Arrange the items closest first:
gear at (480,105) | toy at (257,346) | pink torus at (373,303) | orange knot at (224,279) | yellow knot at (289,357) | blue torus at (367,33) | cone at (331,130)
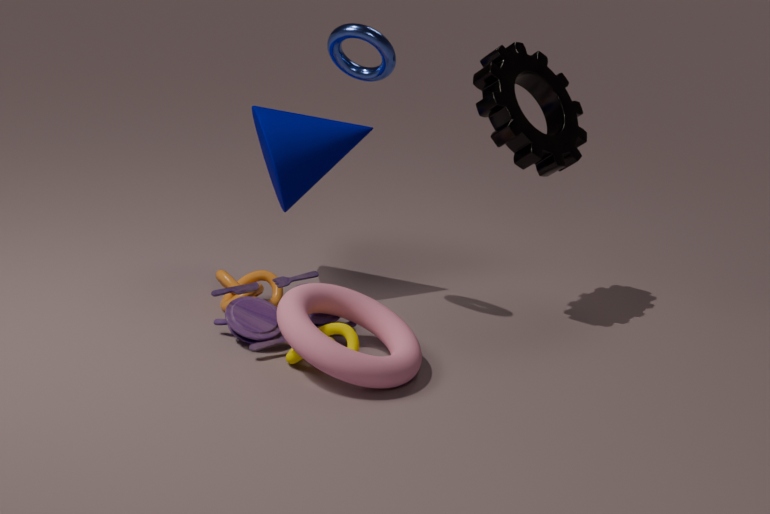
1. pink torus at (373,303)
2. yellow knot at (289,357)
3. toy at (257,346)
4. blue torus at (367,33)
5. orange knot at (224,279)
6. cone at (331,130)
7. gear at (480,105)
